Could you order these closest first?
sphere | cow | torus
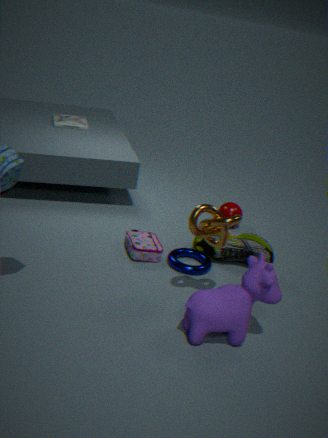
cow < torus < sphere
